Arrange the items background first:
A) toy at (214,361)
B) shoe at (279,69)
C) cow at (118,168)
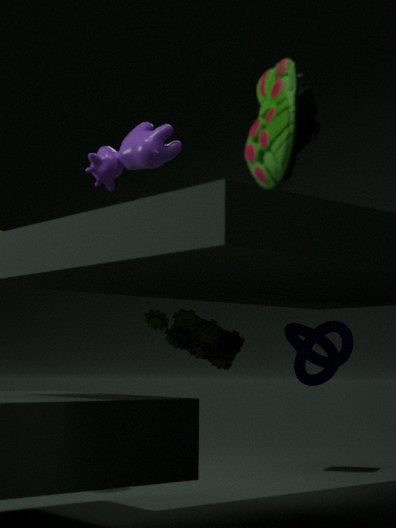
A. toy at (214,361), C. cow at (118,168), B. shoe at (279,69)
